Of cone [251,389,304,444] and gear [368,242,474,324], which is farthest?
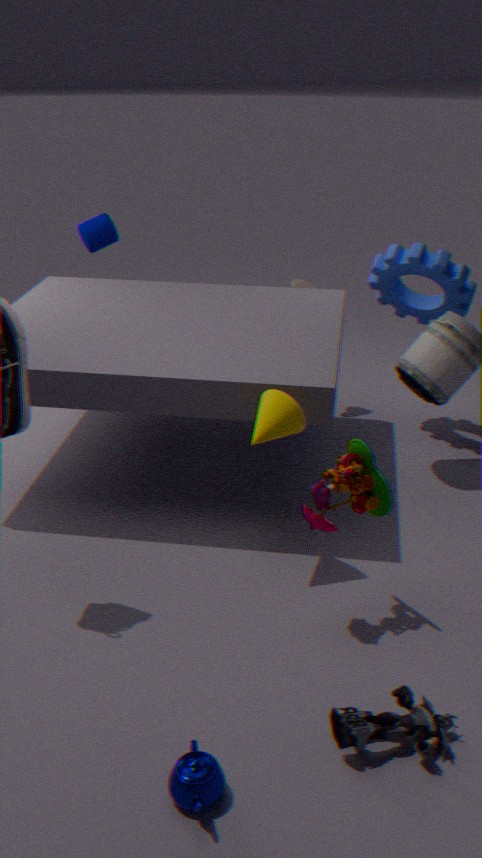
gear [368,242,474,324]
